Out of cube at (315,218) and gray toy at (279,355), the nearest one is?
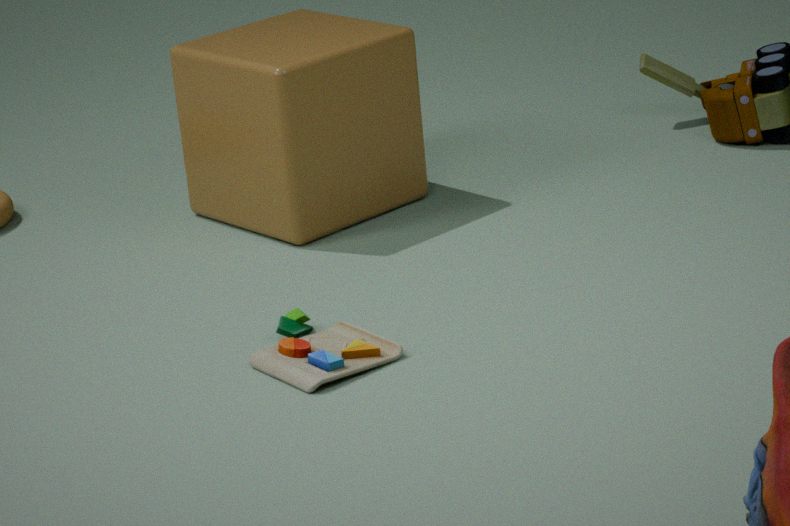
gray toy at (279,355)
